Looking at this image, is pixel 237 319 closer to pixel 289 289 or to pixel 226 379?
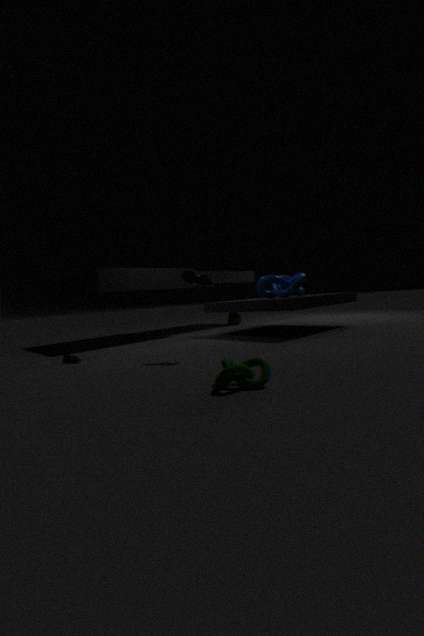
pixel 289 289
